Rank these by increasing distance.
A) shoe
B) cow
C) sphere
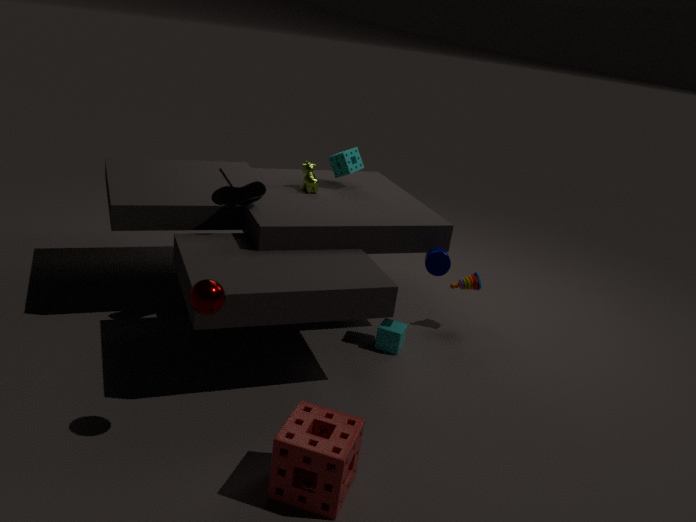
sphere, shoe, cow
